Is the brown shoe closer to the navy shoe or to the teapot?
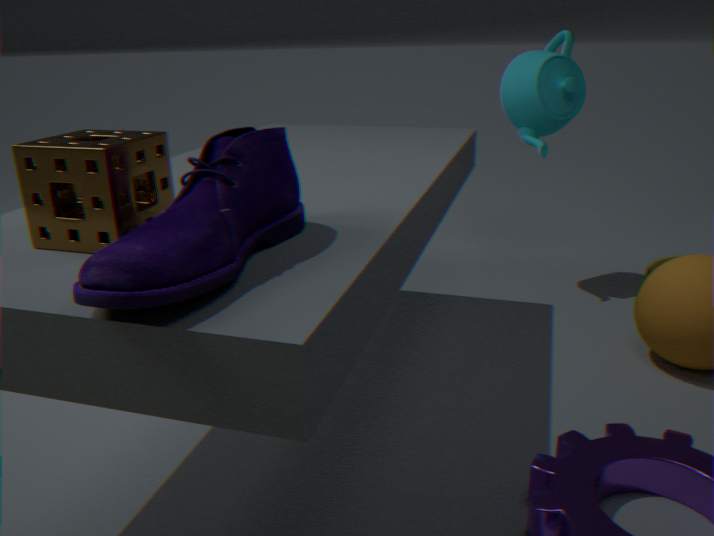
the teapot
